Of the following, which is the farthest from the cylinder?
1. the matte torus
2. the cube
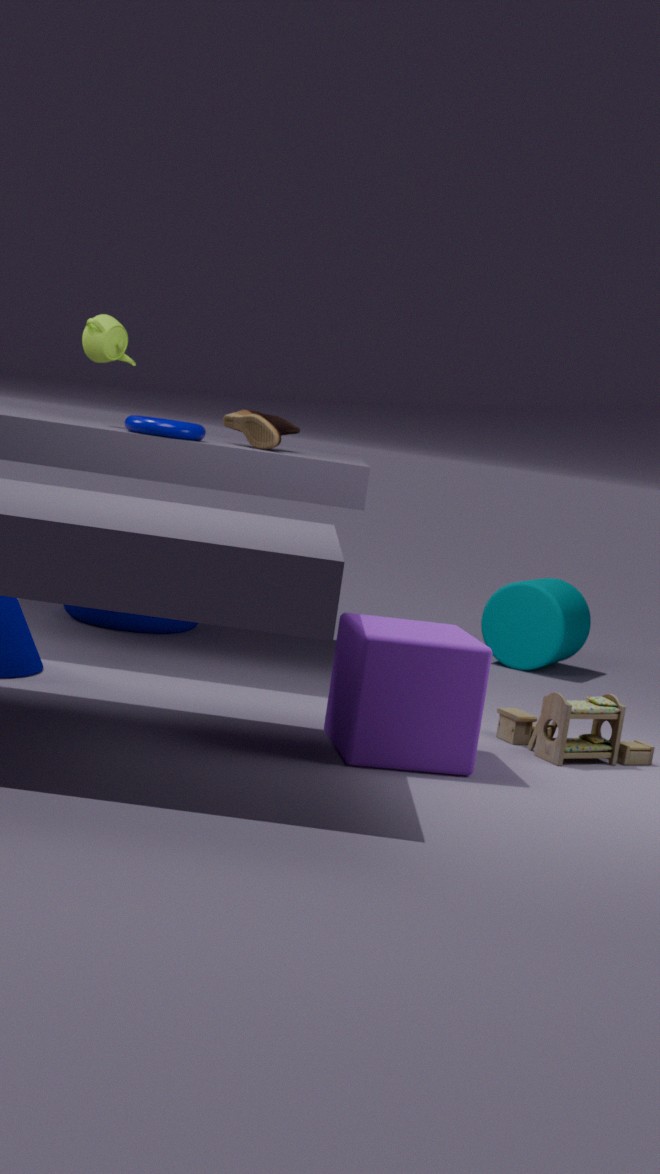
the cube
